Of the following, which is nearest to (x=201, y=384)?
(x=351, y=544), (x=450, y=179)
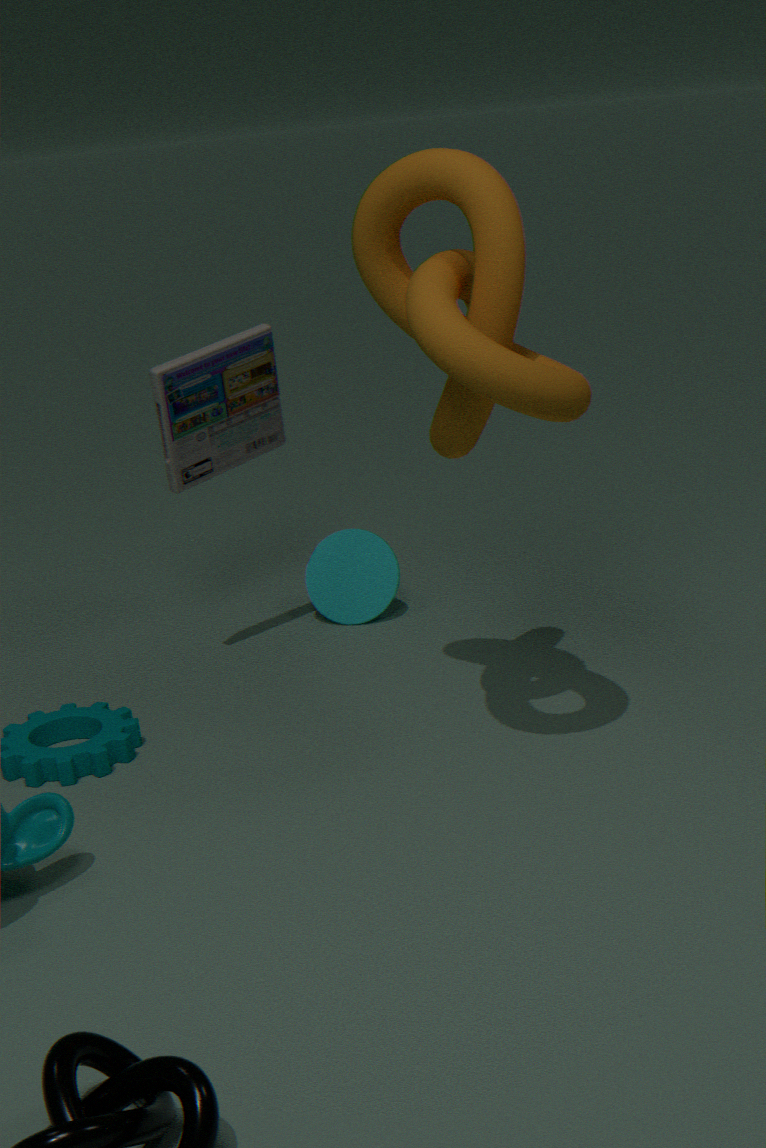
(x=351, y=544)
